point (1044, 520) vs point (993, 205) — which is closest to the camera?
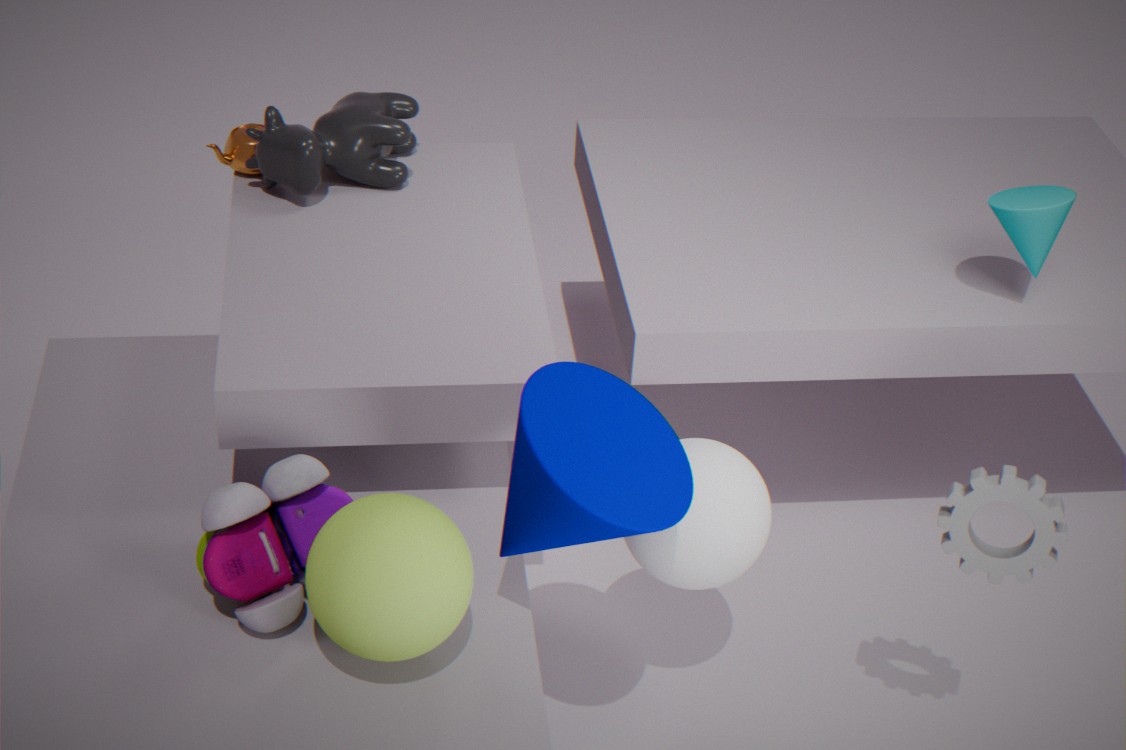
point (1044, 520)
